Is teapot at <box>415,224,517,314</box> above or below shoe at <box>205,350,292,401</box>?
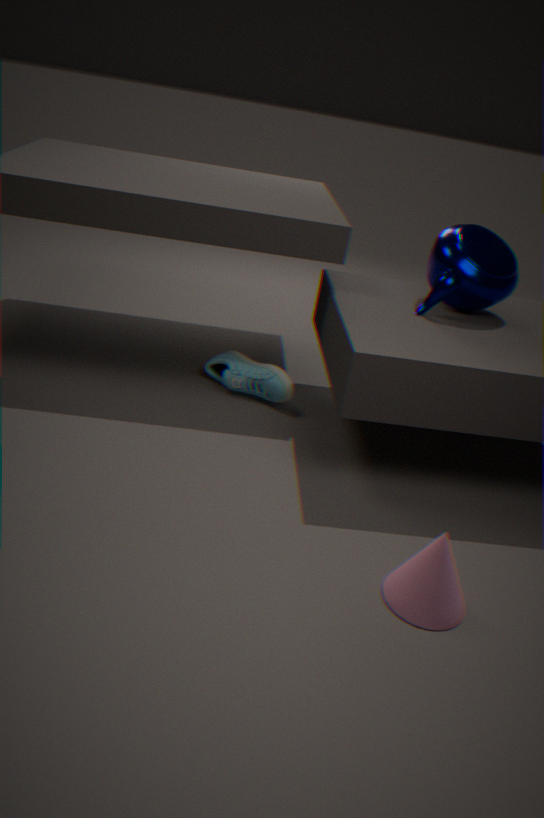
above
